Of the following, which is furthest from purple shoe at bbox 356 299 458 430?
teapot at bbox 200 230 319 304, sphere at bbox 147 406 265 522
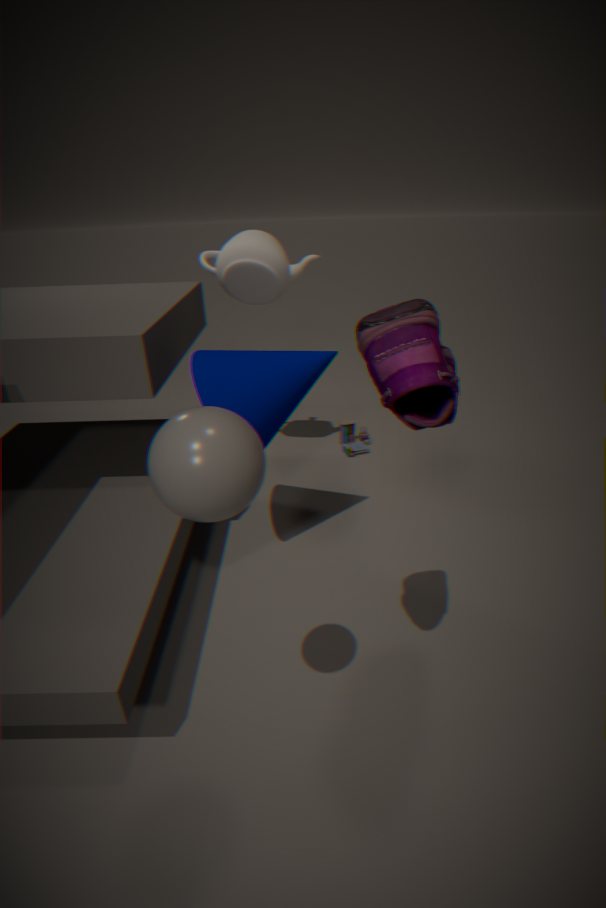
teapot at bbox 200 230 319 304
